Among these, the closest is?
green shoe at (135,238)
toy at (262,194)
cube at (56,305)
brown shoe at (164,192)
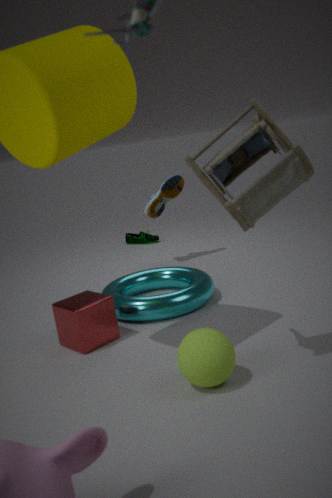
toy at (262,194)
